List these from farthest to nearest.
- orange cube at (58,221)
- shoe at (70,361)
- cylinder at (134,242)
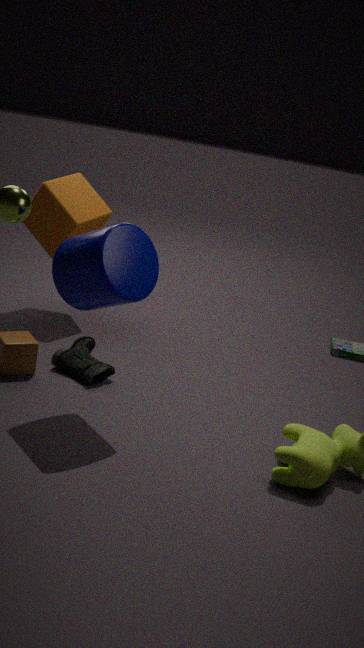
orange cube at (58,221) < shoe at (70,361) < cylinder at (134,242)
